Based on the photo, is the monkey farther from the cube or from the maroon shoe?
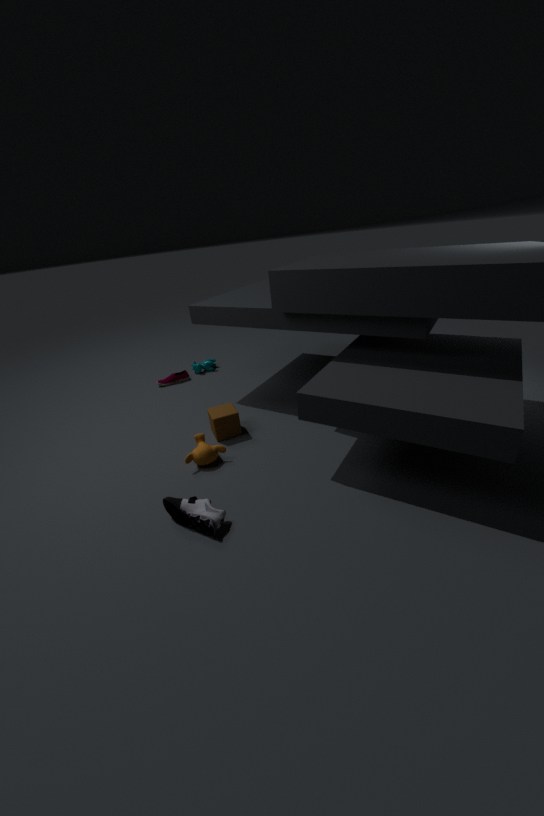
the maroon shoe
